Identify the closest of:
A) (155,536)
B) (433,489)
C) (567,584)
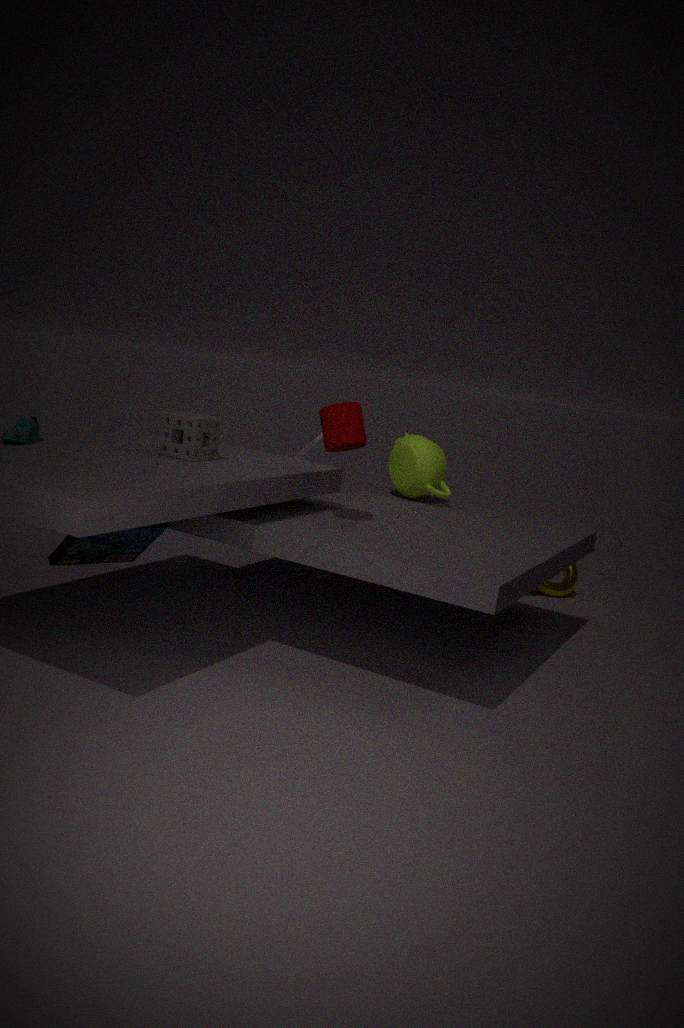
(155,536)
